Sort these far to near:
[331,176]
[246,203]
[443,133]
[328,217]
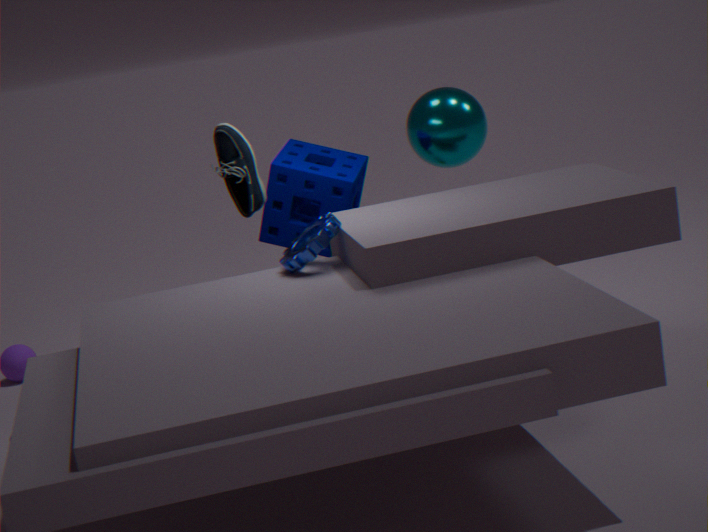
[443,133], [246,203], [331,176], [328,217]
